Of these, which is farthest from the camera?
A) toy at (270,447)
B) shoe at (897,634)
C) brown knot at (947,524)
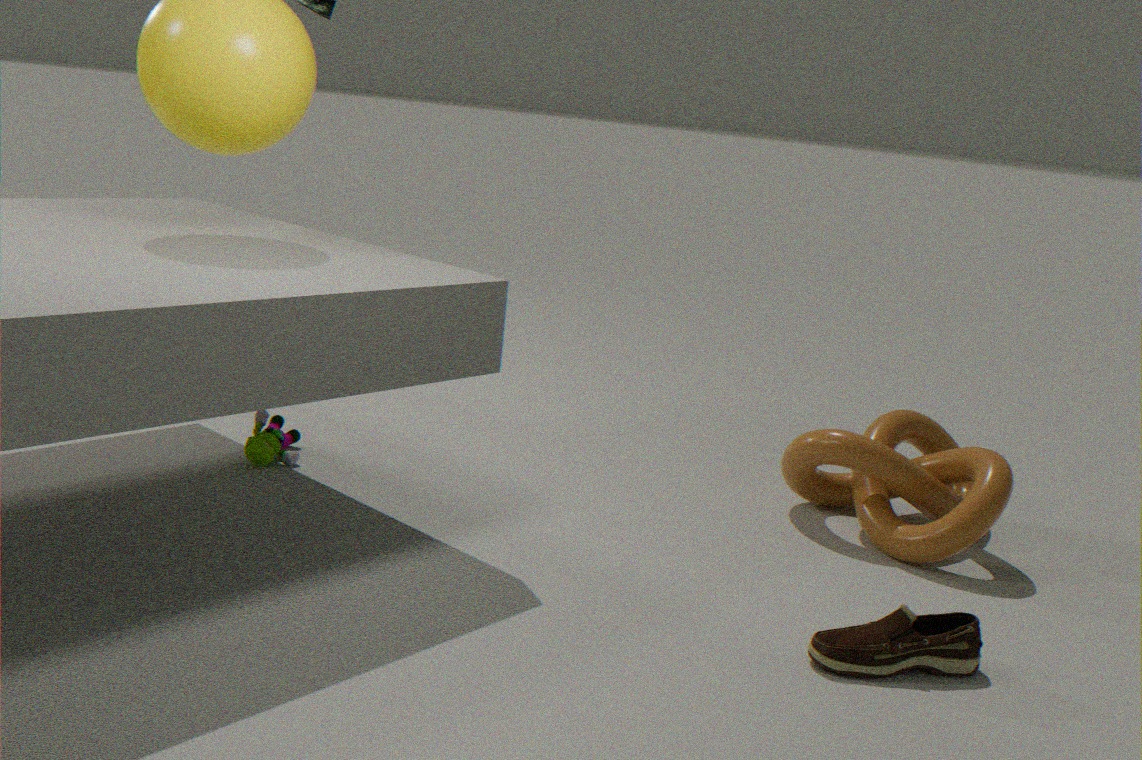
toy at (270,447)
